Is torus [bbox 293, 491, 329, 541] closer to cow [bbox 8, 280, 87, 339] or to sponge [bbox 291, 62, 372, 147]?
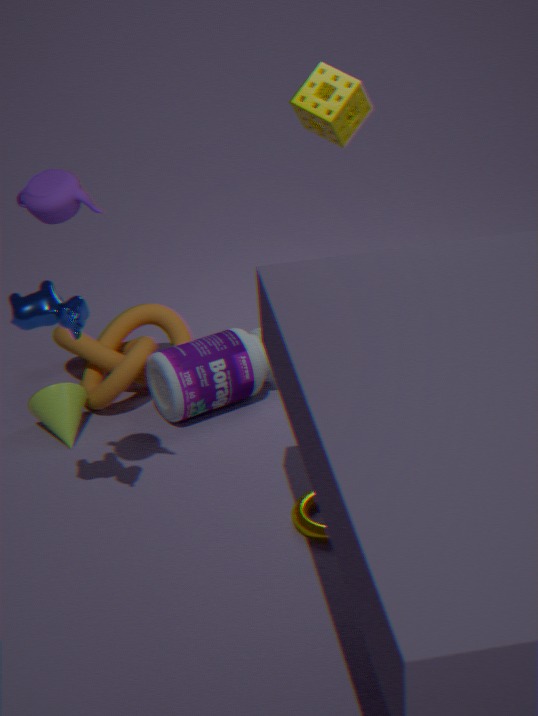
cow [bbox 8, 280, 87, 339]
